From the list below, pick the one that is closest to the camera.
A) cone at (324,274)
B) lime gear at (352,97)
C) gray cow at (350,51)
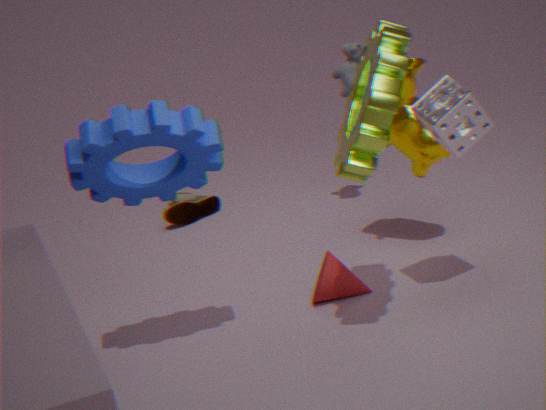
lime gear at (352,97)
